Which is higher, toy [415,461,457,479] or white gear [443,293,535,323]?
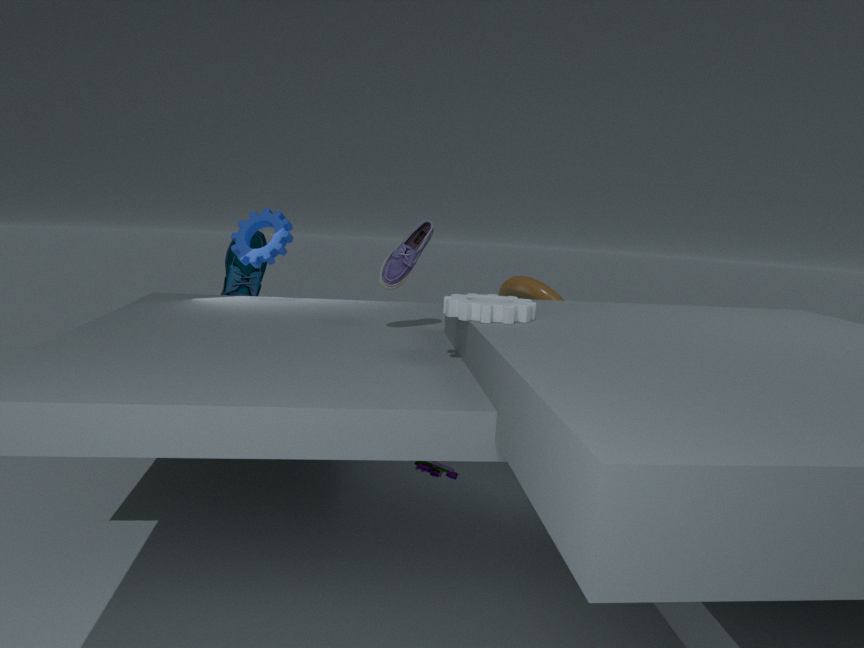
white gear [443,293,535,323]
